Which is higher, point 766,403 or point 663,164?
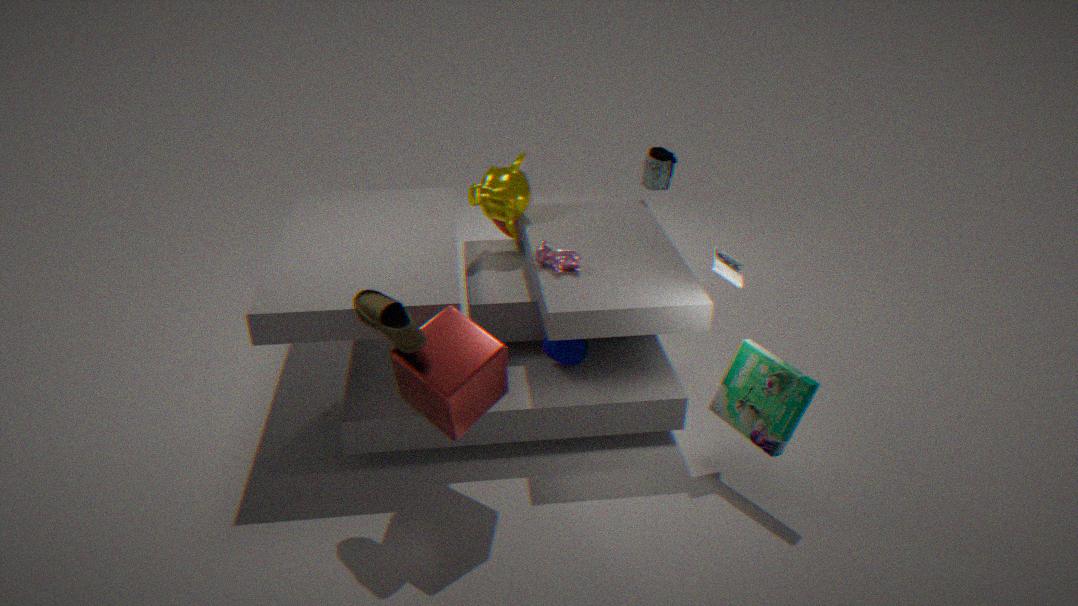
point 663,164
